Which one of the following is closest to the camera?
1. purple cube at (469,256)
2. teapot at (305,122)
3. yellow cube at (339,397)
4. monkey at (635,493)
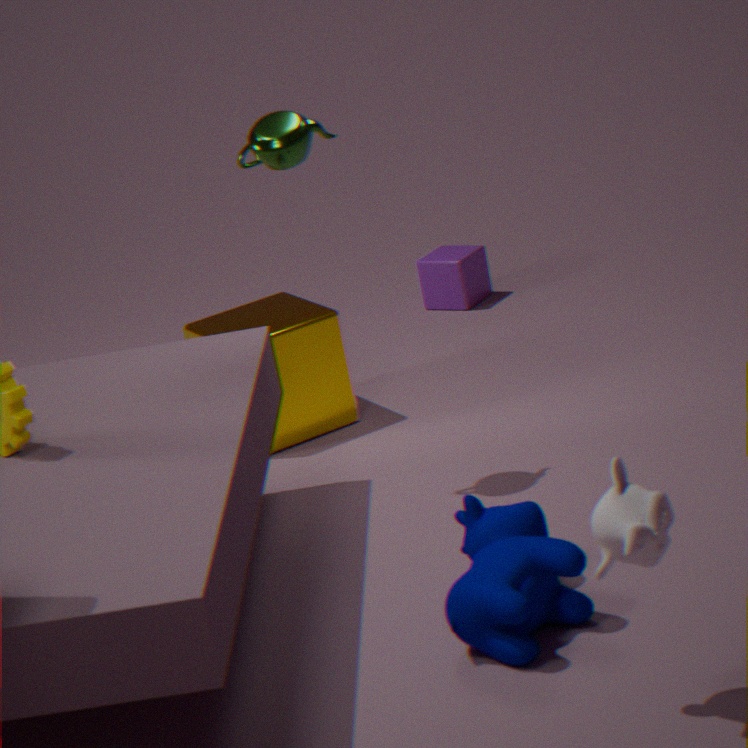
monkey at (635,493)
